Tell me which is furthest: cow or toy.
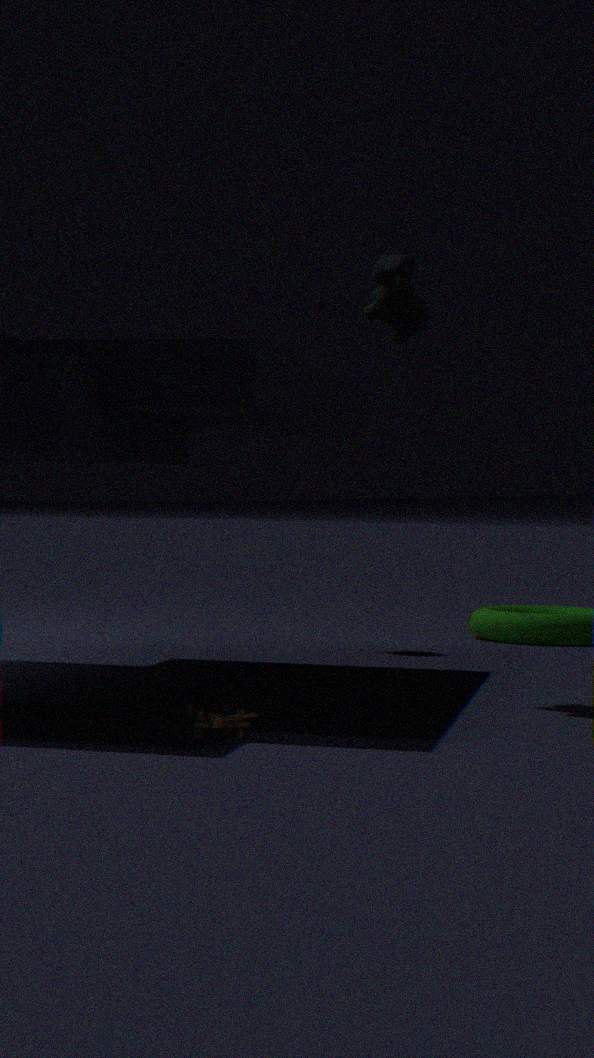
cow
